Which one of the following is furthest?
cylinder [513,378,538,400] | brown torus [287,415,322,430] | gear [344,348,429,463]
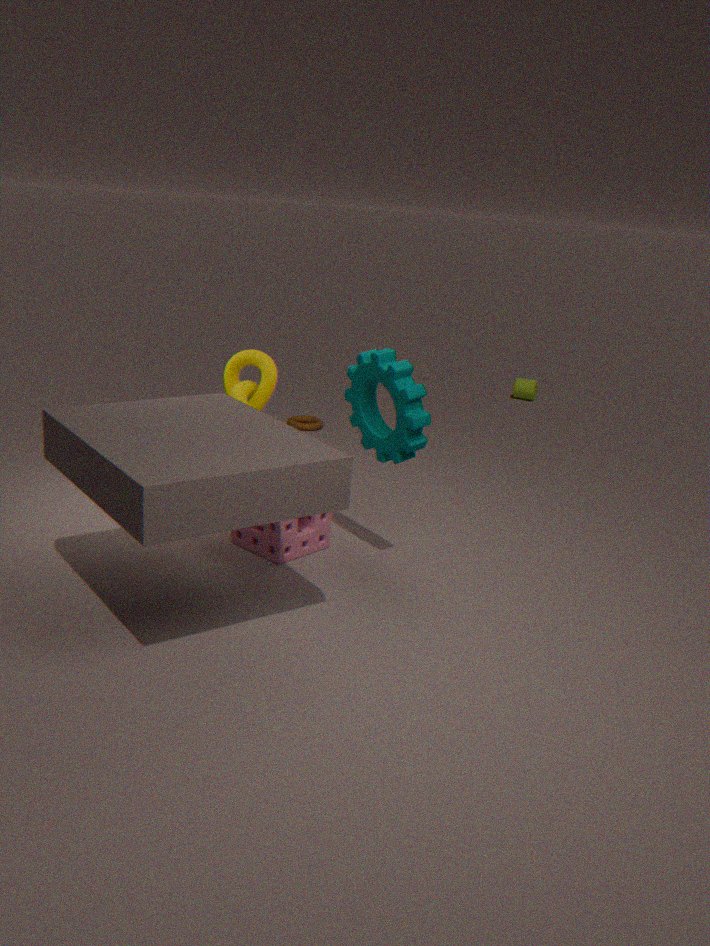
cylinder [513,378,538,400]
